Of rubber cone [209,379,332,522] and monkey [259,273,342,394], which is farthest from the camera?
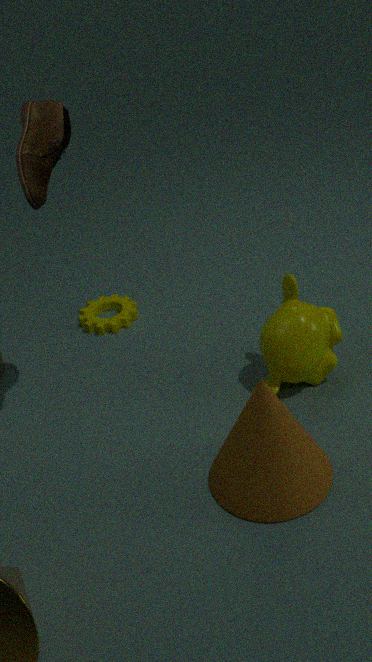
monkey [259,273,342,394]
